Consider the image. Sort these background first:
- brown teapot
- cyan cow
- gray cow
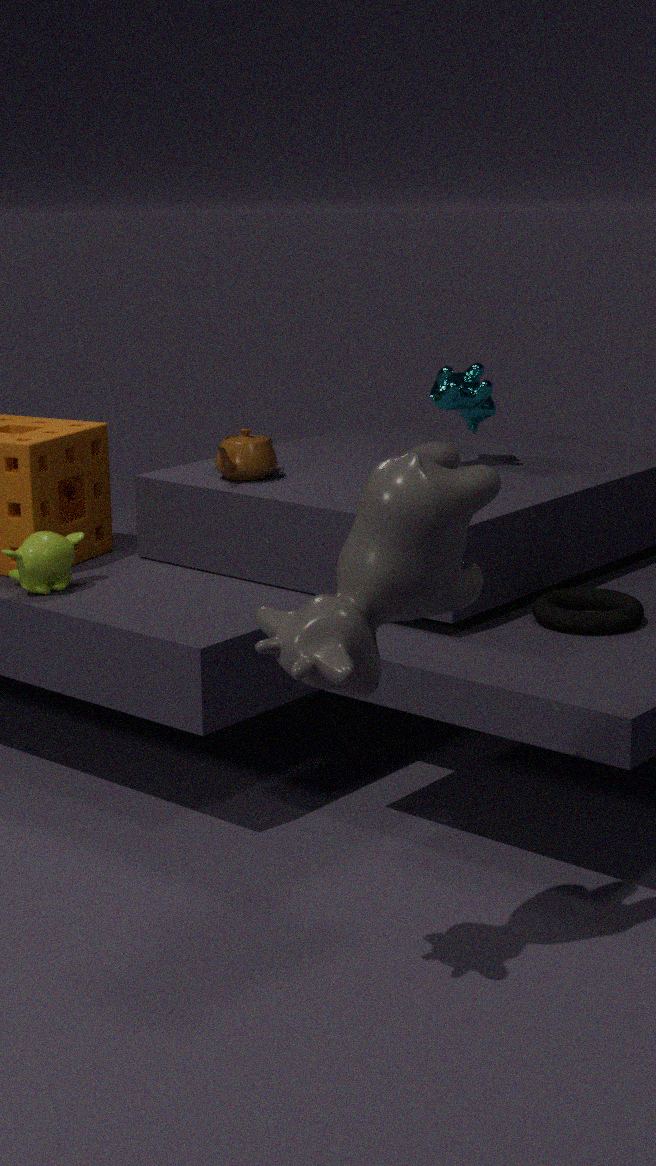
cyan cow, brown teapot, gray cow
